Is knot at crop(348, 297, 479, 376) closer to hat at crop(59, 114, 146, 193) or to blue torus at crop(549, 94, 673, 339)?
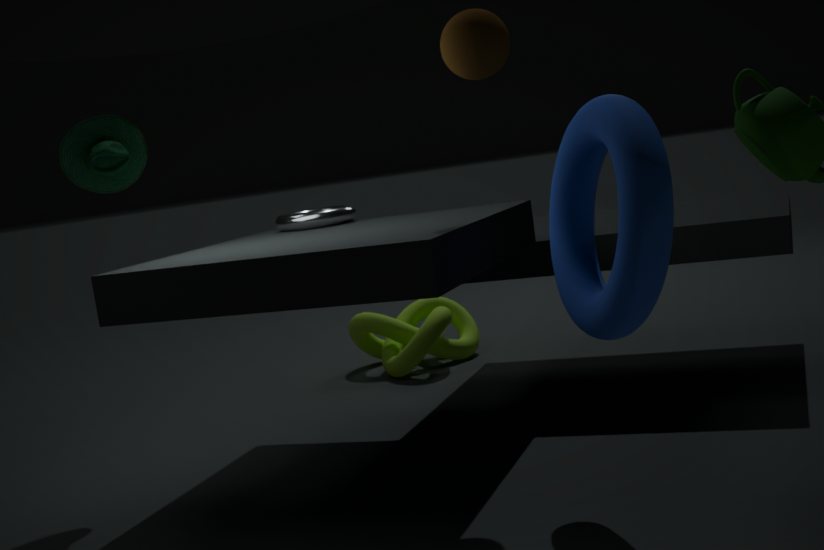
hat at crop(59, 114, 146, 193)
